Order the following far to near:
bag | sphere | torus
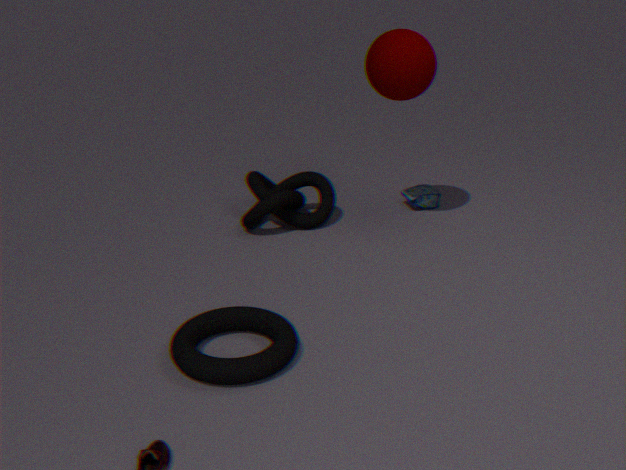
bag
sphere
torus
